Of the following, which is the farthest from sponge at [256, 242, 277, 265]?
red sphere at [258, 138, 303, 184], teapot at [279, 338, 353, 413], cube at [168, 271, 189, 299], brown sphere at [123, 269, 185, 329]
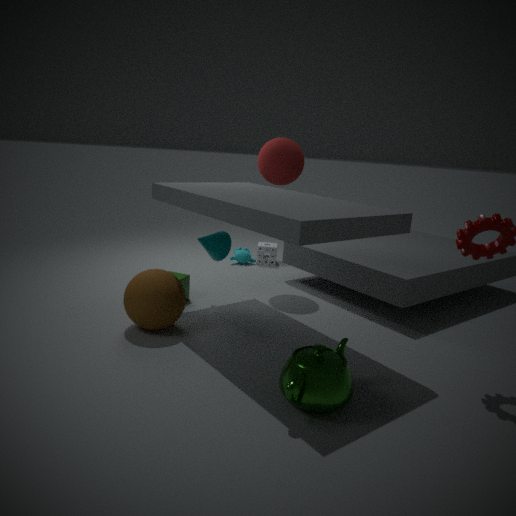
teapot at [279, 338, 353, 413]
